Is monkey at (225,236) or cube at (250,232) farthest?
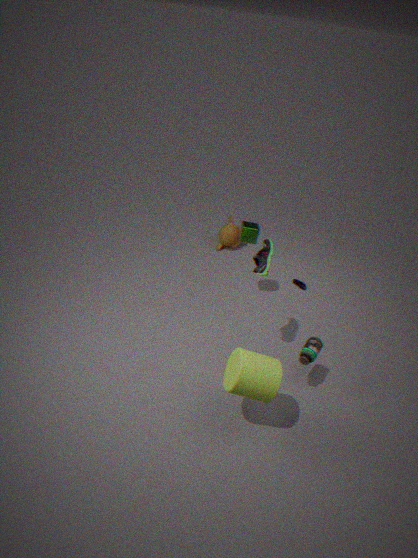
monkey at (225,236)
